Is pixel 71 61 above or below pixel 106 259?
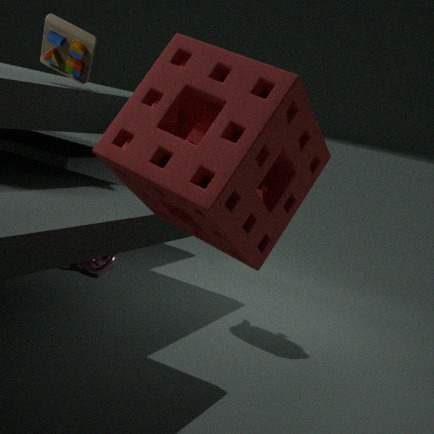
above
